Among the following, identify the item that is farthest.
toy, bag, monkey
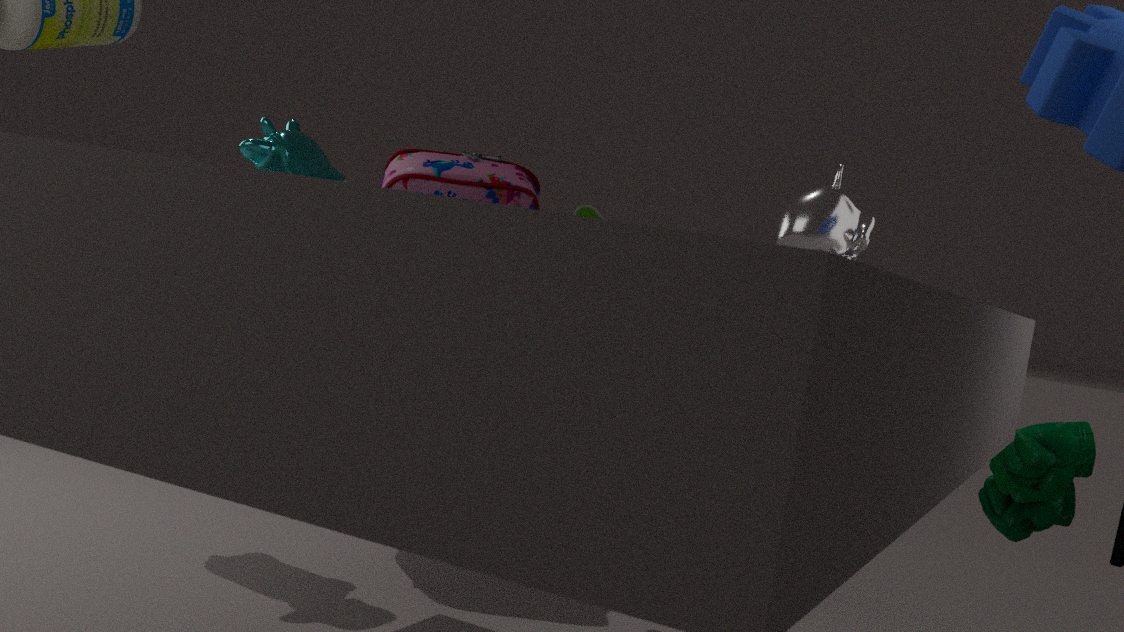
bag
